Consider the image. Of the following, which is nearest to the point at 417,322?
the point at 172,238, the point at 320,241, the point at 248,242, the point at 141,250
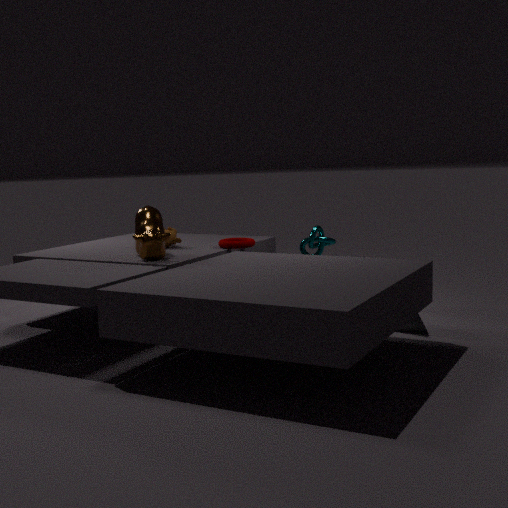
the point at 320,241
